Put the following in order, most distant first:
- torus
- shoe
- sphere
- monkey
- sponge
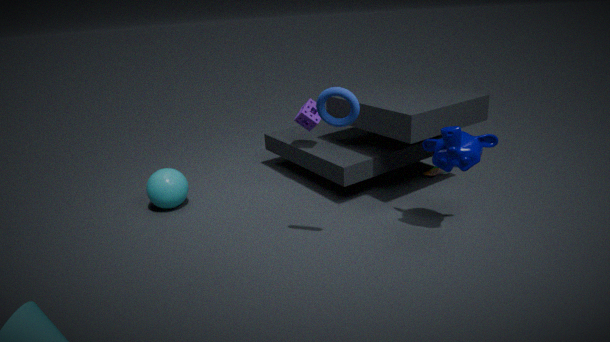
1. shoe
2. sponge
3. sphere
4. monkey
5. torus
